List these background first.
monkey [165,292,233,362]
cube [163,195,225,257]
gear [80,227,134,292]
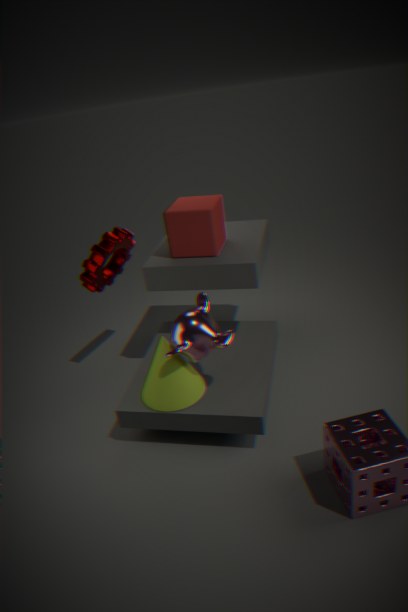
gear [80,227,134,292] → cube [163,195,225,257] → monkey [165,292,233,362]
